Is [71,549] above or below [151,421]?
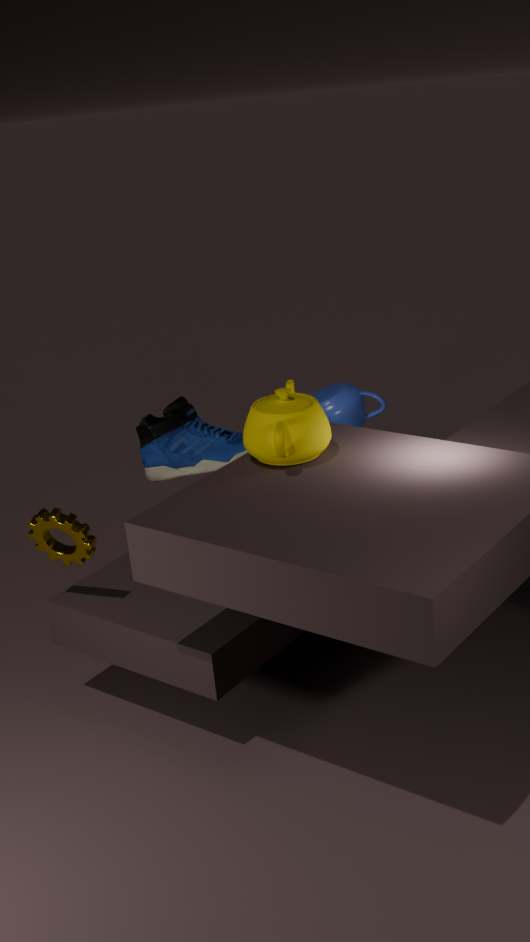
below
